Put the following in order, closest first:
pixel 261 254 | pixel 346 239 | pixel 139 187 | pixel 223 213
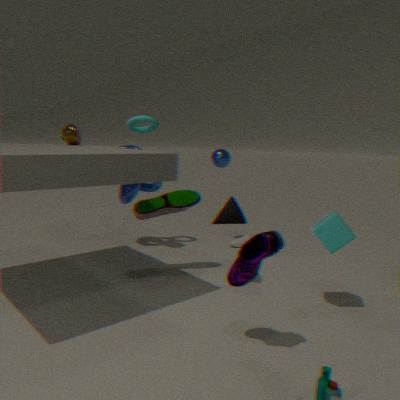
1. pixel 261 254
2. pixel 346 239
3. pixel 223 213
4. pixel 139 187
